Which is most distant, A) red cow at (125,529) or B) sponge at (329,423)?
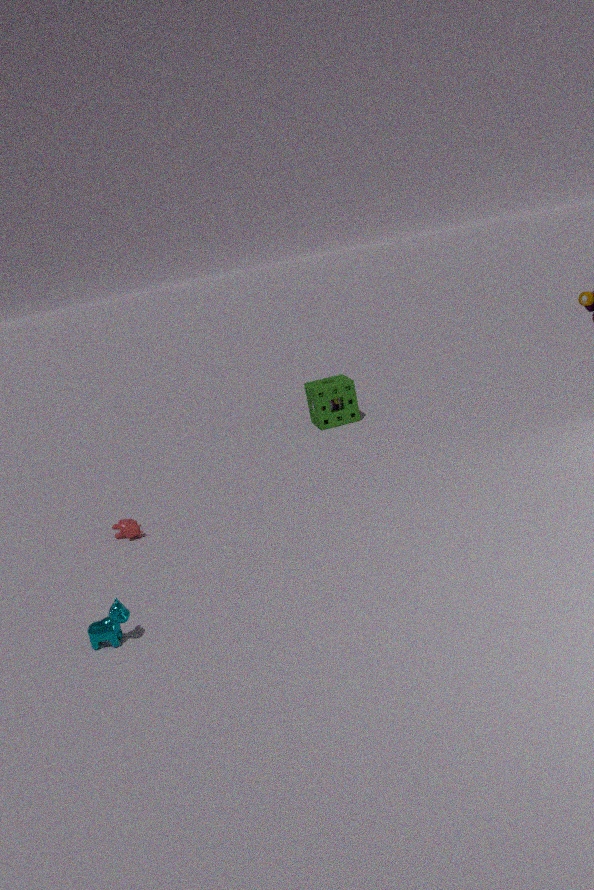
B. sponge at (329,423)
